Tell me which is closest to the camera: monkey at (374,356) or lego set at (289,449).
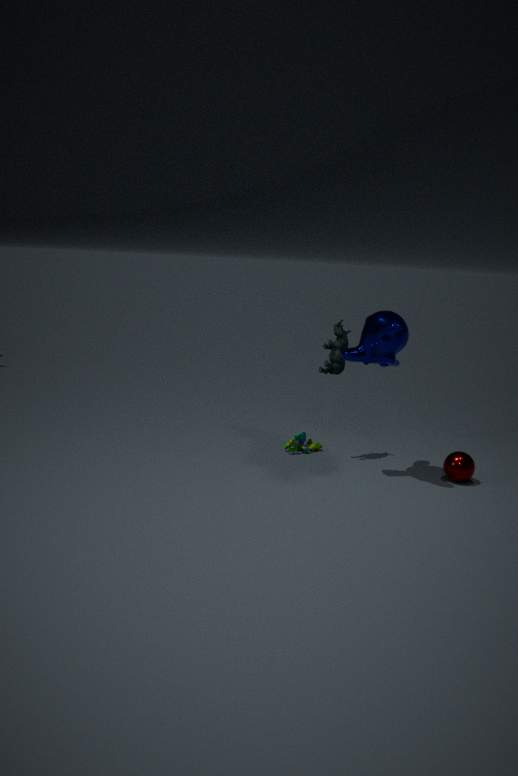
monkey at (374,356)
